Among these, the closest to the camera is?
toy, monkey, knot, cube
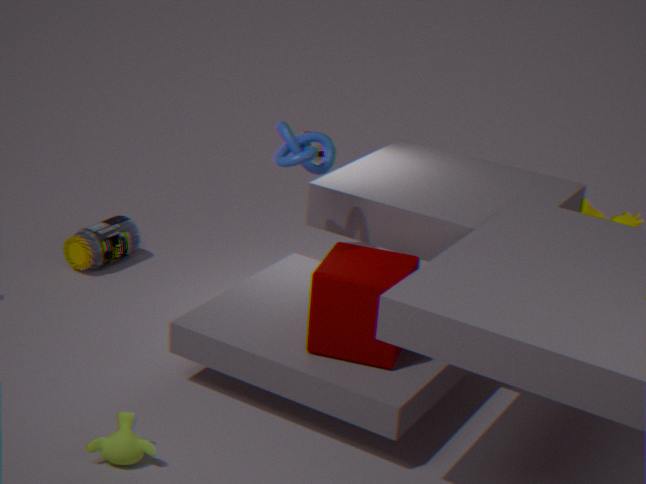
monkey
